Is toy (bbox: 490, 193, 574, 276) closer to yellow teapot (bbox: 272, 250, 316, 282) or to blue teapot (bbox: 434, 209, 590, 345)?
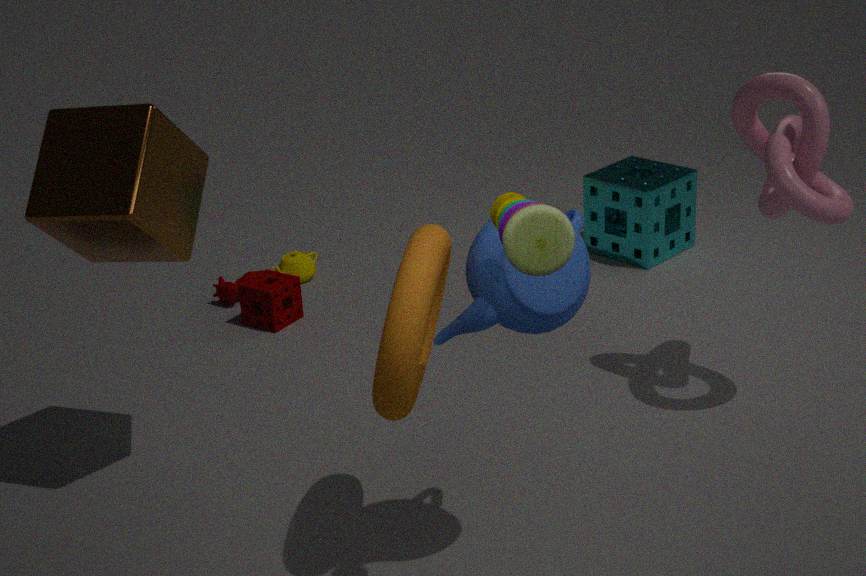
blue teapot (bbox: 434, 209, 590, 345)
